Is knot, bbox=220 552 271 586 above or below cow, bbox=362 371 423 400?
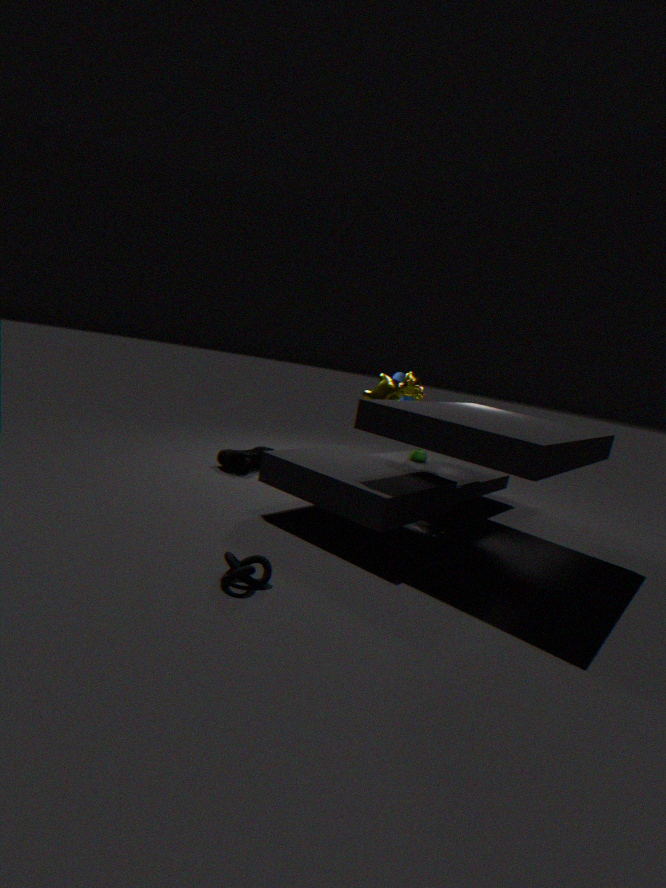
below
